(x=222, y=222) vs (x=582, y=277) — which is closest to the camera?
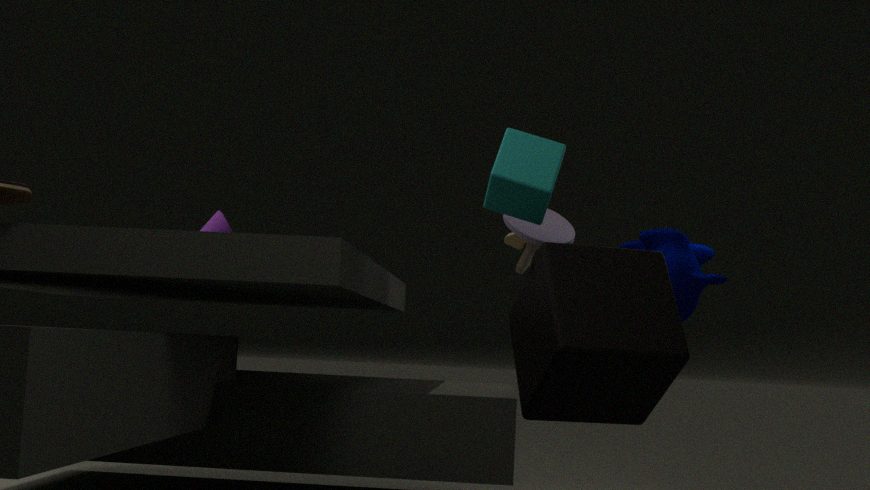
(x=582, y=277)
